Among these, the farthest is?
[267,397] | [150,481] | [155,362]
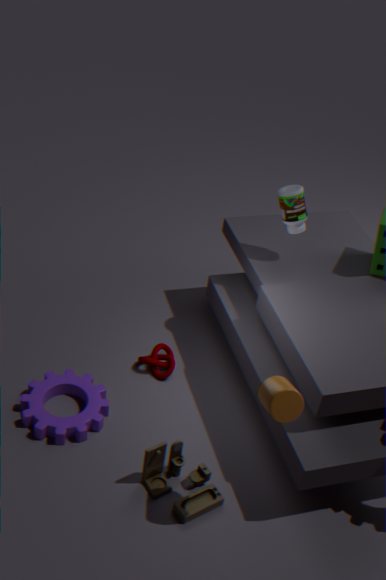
[155,362]
